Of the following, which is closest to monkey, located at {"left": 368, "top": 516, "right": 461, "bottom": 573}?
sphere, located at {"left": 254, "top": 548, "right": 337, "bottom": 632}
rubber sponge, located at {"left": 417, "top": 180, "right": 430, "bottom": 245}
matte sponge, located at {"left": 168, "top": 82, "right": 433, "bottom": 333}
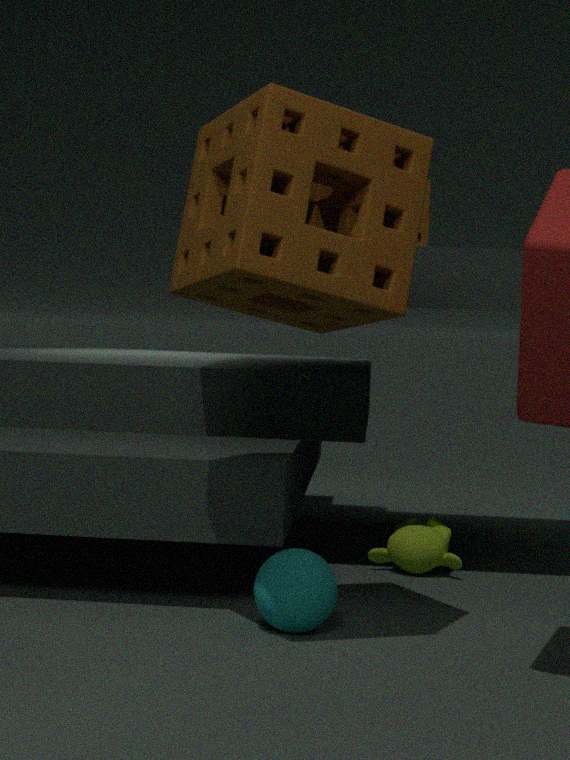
sphere, located at {"left": 254, "top": 548, "right": 337, "bottom": 632}
